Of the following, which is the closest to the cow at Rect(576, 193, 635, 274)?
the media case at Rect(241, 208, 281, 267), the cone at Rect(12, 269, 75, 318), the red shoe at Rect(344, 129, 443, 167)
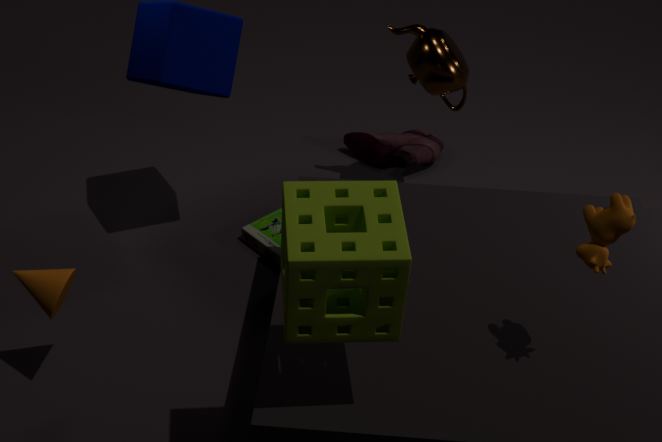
the media case at Rect(241, 208, 281, 267)
